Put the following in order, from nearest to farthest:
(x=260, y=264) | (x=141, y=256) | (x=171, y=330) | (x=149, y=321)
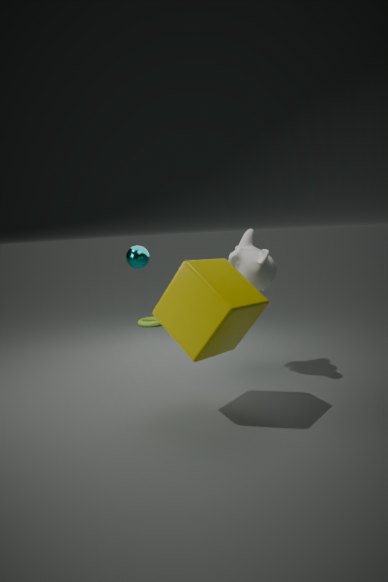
(x=171, y=330), (x=260, y=264), (x=141, y=256), (x=149, y=321)
